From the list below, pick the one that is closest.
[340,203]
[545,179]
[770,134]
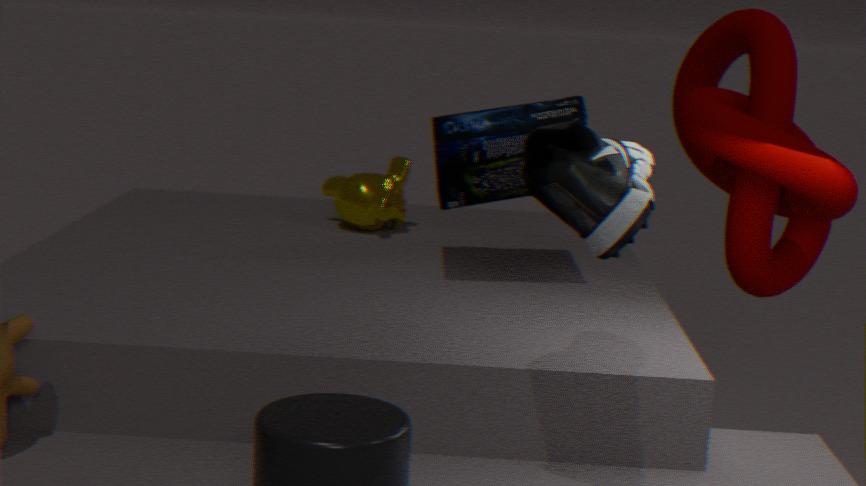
[545,179]
